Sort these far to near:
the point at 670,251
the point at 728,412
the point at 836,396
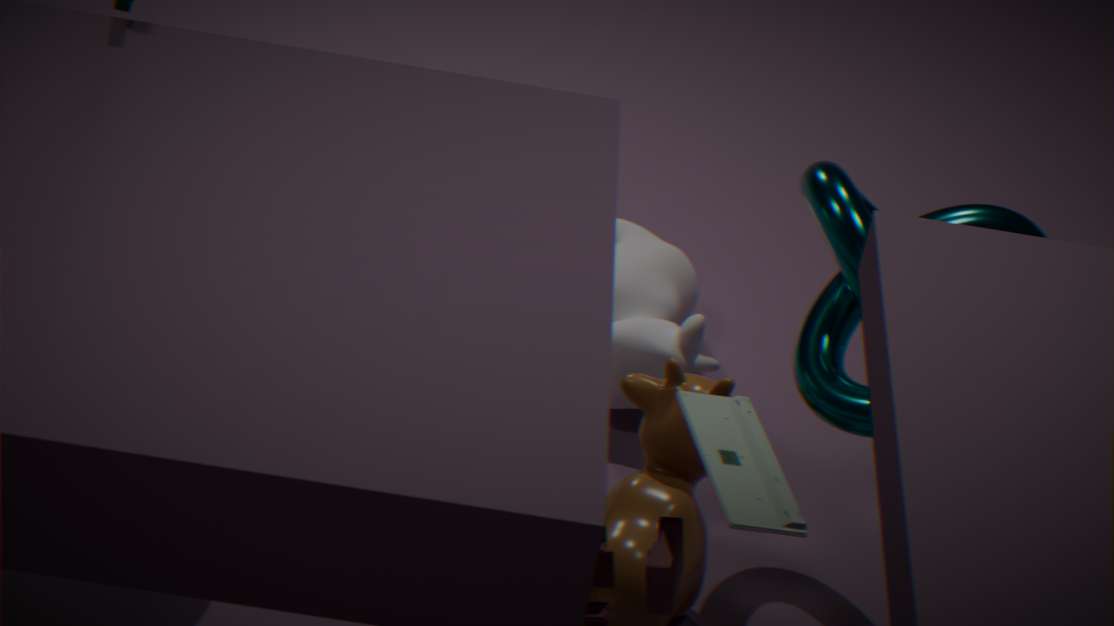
the point at 670,251, the point at 836,396, the point at 728,412
